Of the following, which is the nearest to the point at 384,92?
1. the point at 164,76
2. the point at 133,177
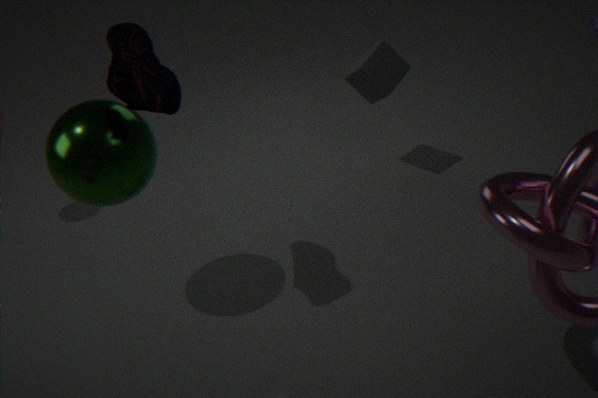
the point at 164,76
